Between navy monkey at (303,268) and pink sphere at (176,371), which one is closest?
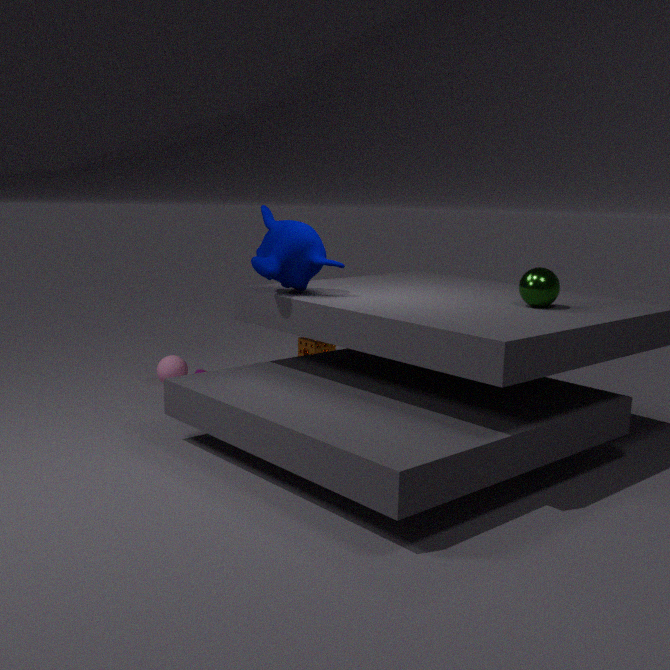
navy monkey at (303,268)
